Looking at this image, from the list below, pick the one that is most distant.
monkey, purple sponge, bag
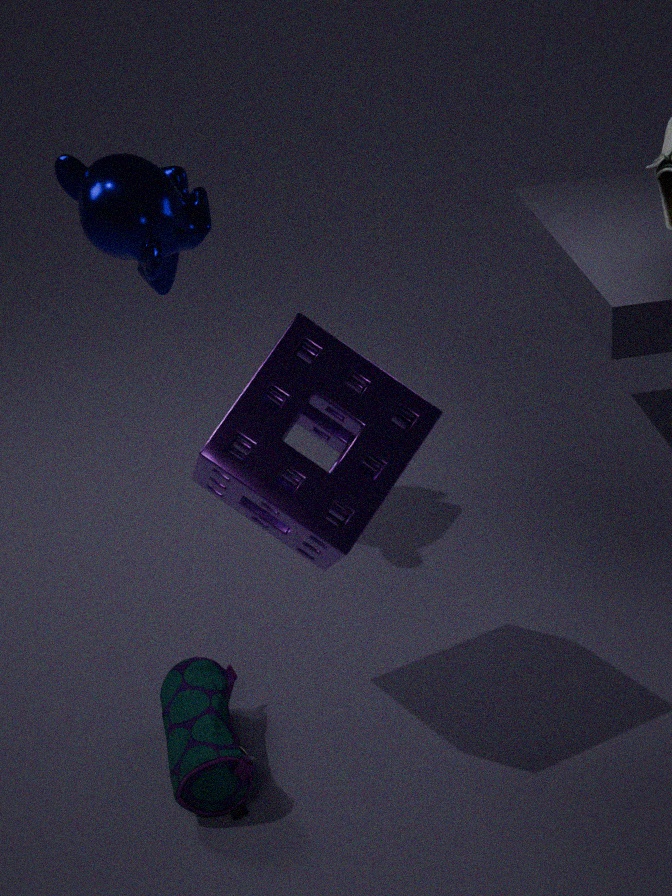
monkey
